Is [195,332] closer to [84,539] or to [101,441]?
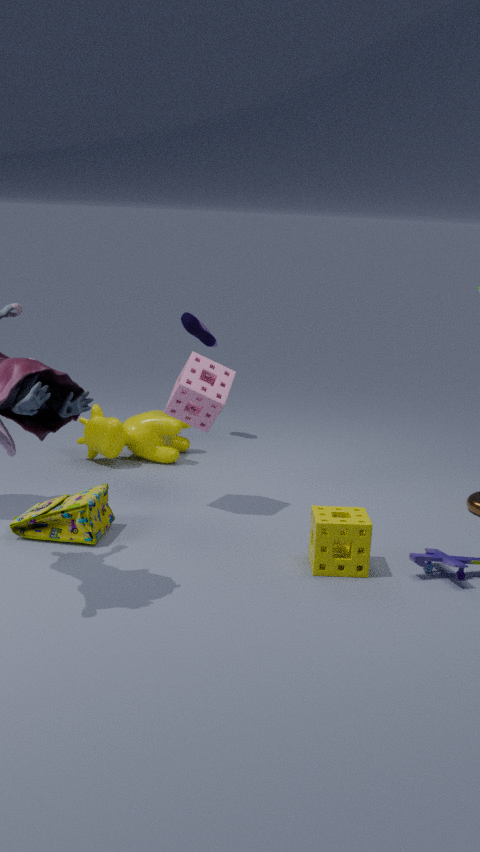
[101,441]
